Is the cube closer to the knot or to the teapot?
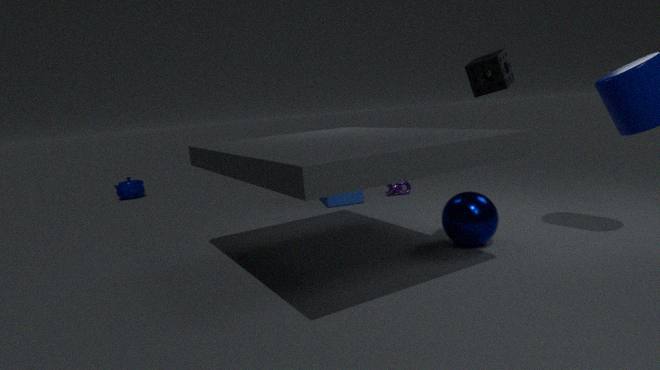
the knot
